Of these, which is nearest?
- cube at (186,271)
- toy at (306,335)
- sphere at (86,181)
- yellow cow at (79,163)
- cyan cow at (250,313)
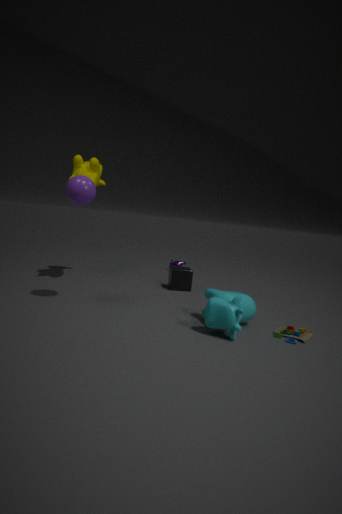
cyan cow at (250,313)
